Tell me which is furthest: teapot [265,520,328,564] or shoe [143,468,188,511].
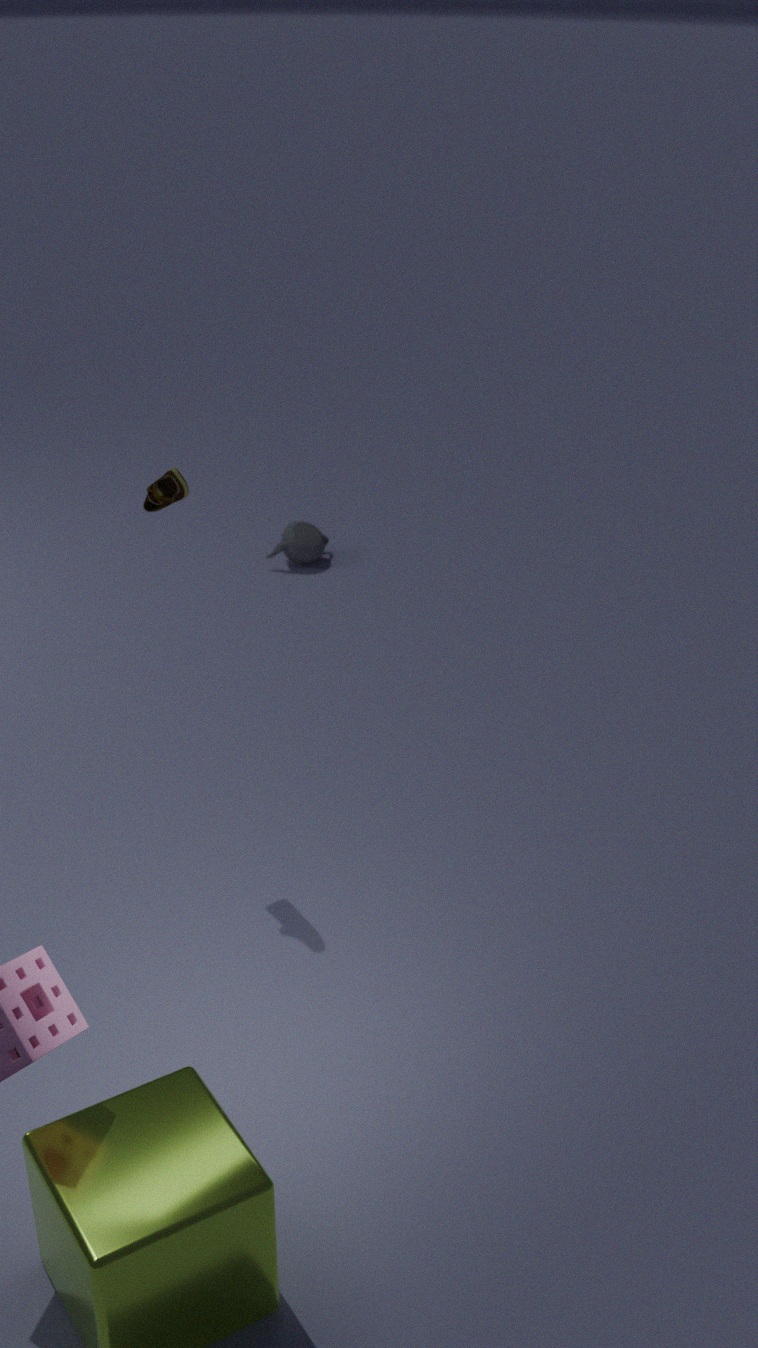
teapot [265,520,328,564]
